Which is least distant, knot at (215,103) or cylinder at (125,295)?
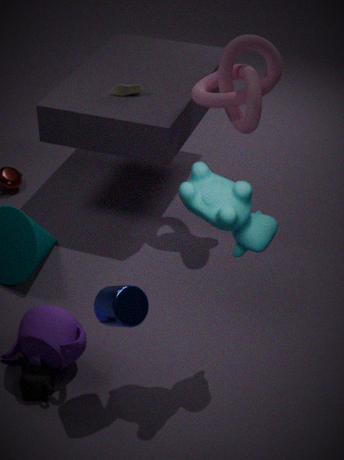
cylinder at (125,295)
